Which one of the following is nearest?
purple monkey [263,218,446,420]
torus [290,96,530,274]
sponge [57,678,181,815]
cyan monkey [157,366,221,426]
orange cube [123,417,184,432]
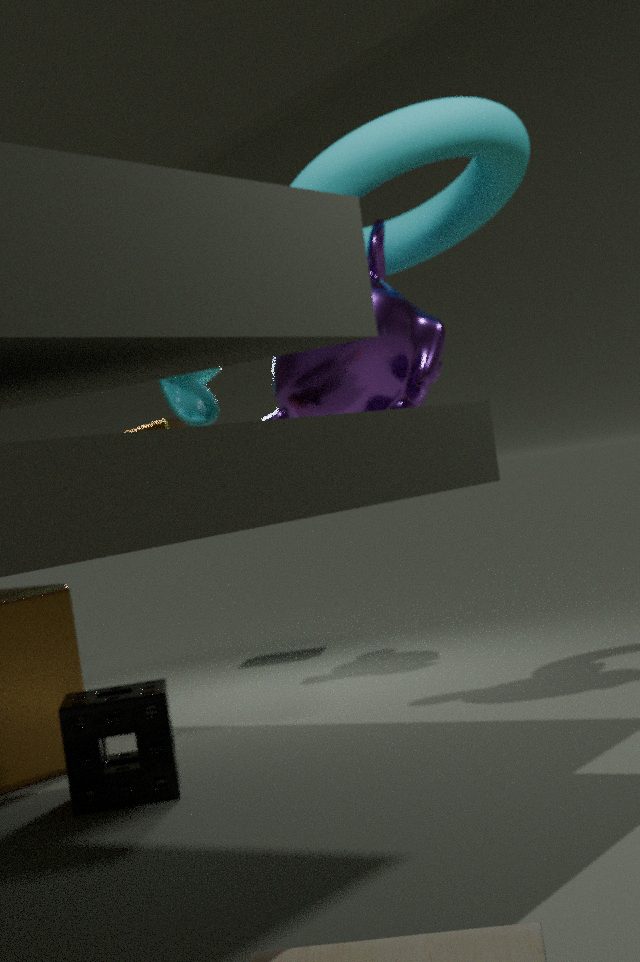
sponge [57,678,181,815]
